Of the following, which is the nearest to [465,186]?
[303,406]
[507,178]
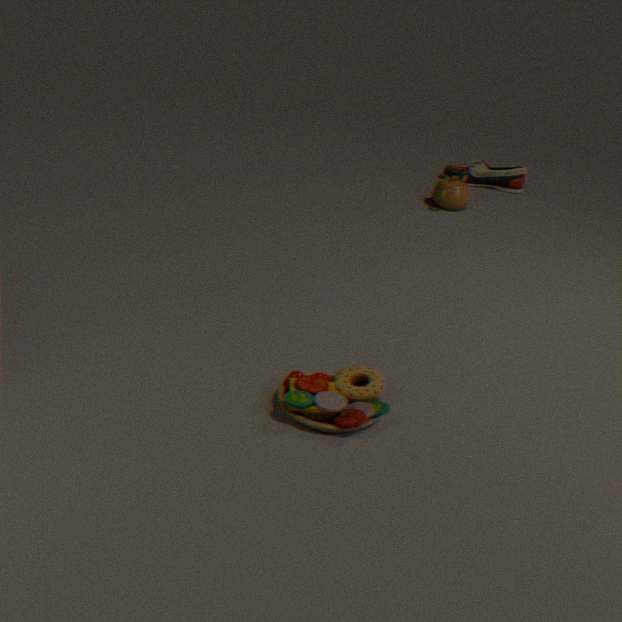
[507,178]
